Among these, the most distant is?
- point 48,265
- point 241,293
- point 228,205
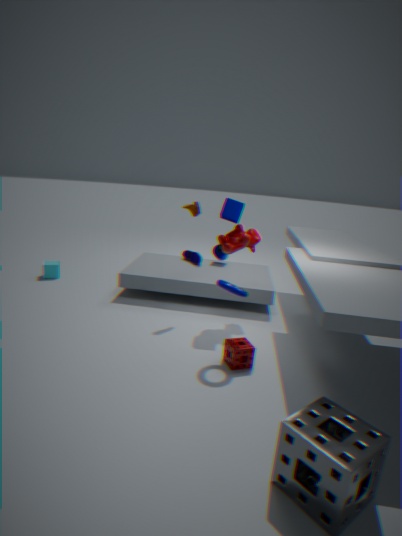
point 48,265
